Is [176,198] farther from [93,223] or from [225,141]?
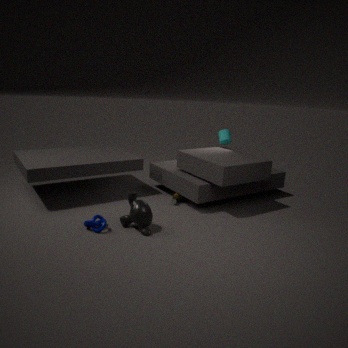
[93,223]
